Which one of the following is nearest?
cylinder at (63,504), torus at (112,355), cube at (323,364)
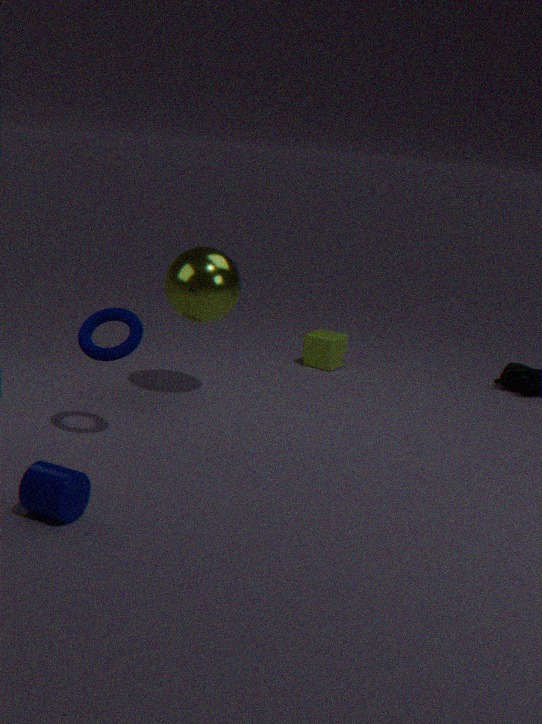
cylinder at (63,504)
